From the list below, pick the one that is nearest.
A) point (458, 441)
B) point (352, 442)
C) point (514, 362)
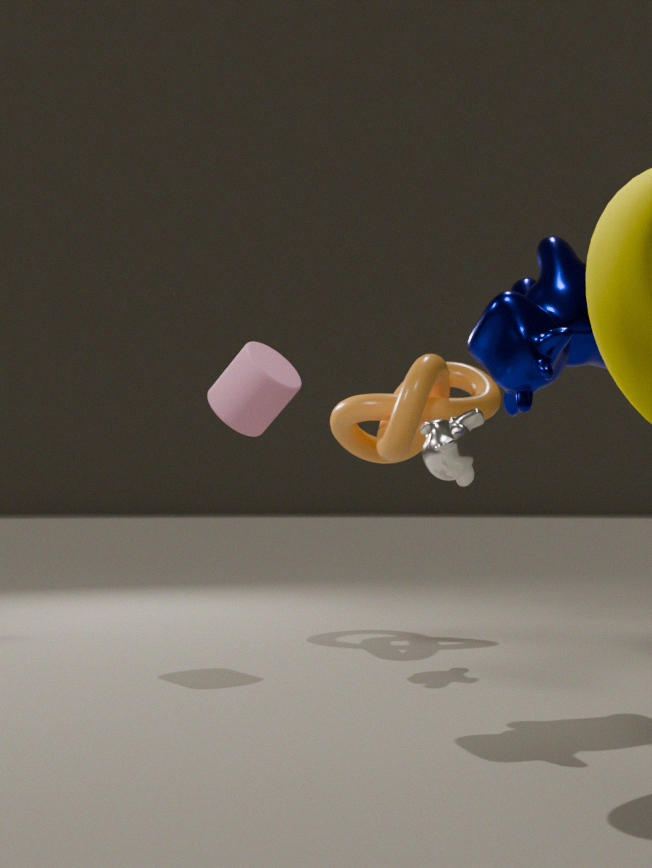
point (514, 362)
